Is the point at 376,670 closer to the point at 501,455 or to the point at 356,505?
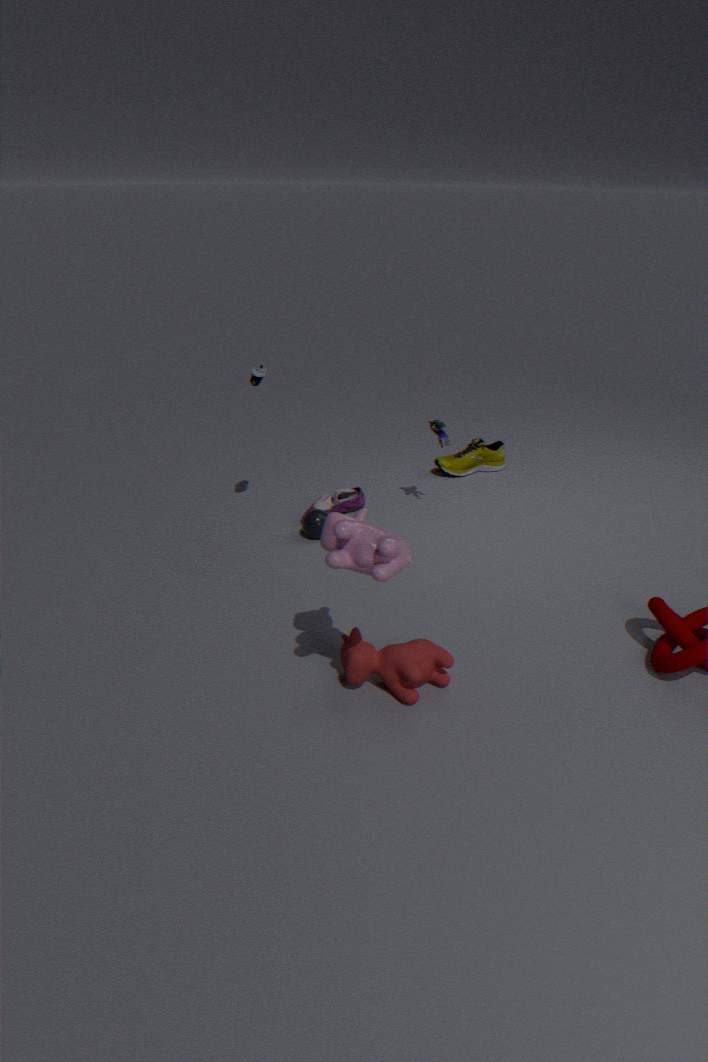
the point at 356,505
